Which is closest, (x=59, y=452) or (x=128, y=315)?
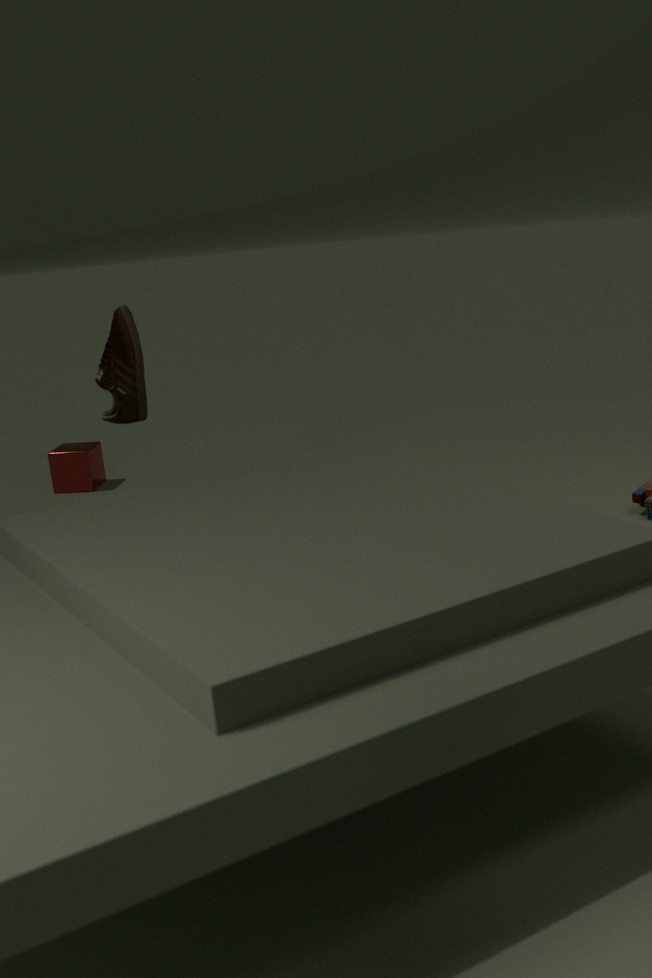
(x=128, y=315)
